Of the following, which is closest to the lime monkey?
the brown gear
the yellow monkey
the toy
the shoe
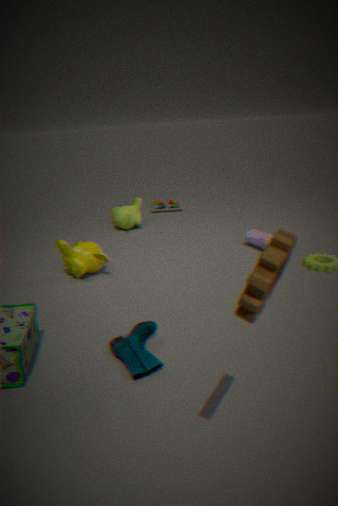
the toy
